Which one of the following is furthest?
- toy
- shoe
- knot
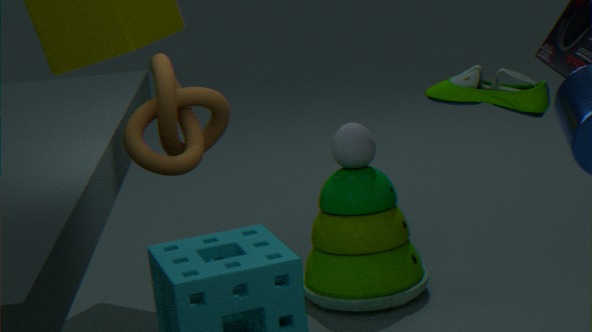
toy
